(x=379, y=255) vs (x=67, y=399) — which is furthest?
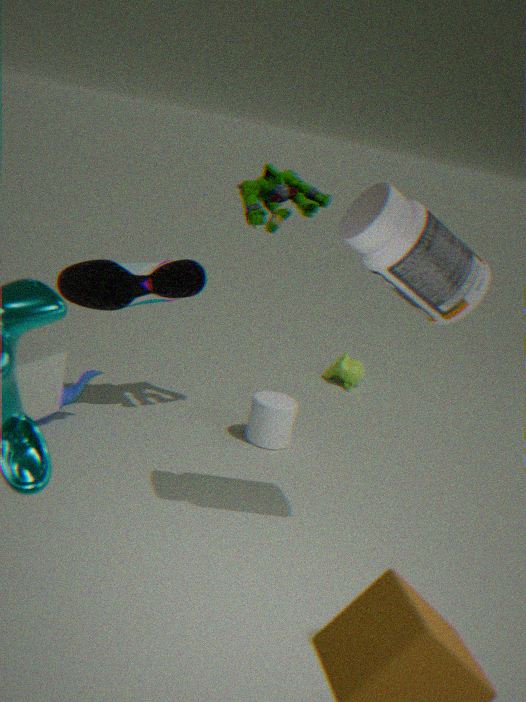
(x=67, y=399)
